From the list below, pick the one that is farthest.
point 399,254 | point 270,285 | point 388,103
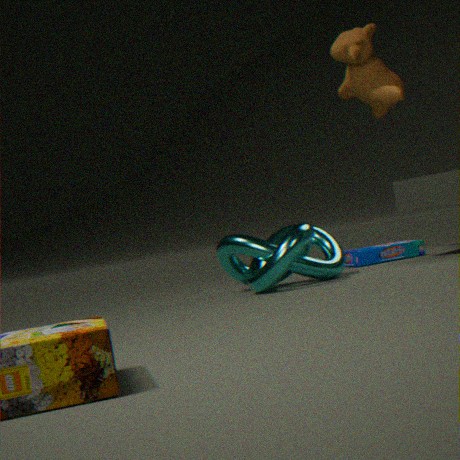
point 388,103
